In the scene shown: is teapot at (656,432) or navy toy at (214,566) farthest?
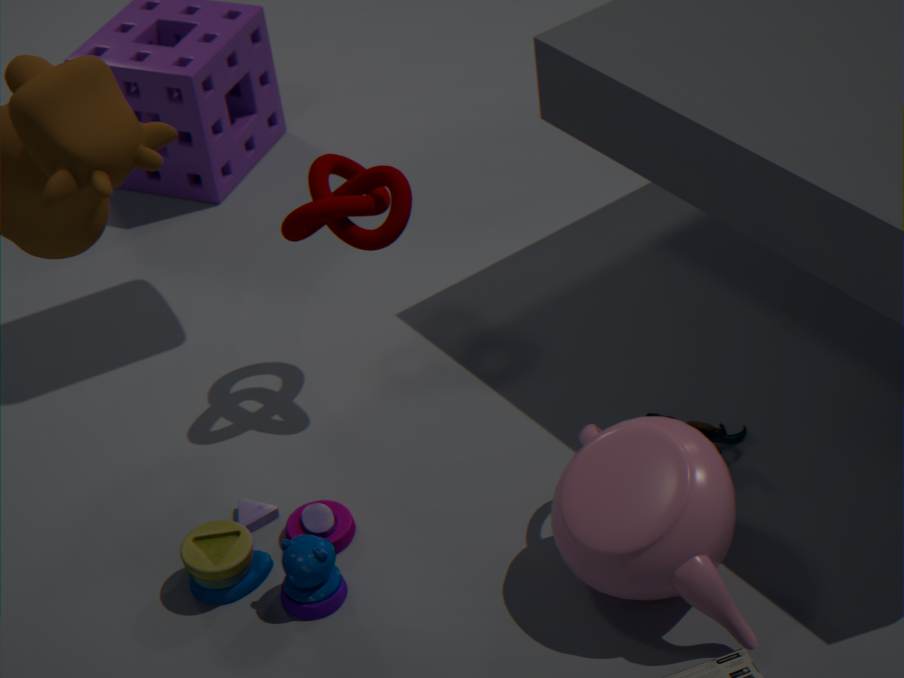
navy toy at (214,566)
